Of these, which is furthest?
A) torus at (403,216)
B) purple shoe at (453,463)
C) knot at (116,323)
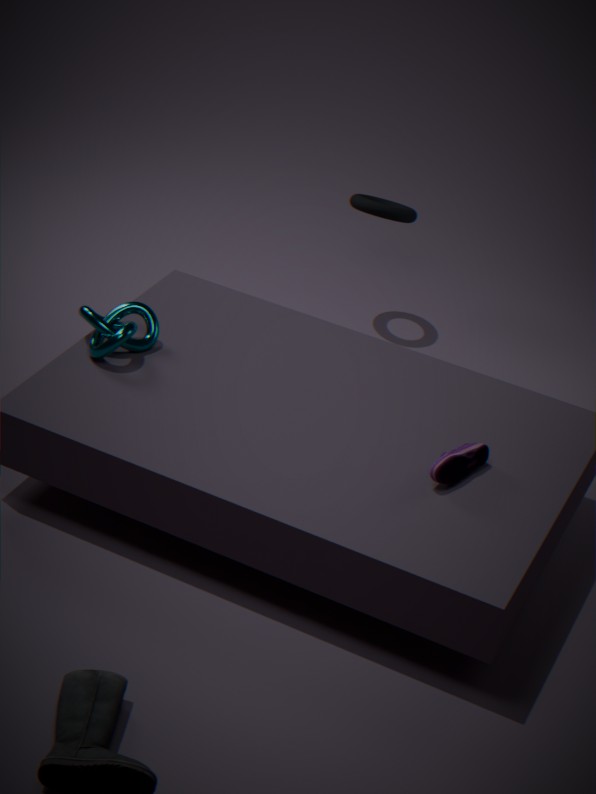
torus at (403,216)
